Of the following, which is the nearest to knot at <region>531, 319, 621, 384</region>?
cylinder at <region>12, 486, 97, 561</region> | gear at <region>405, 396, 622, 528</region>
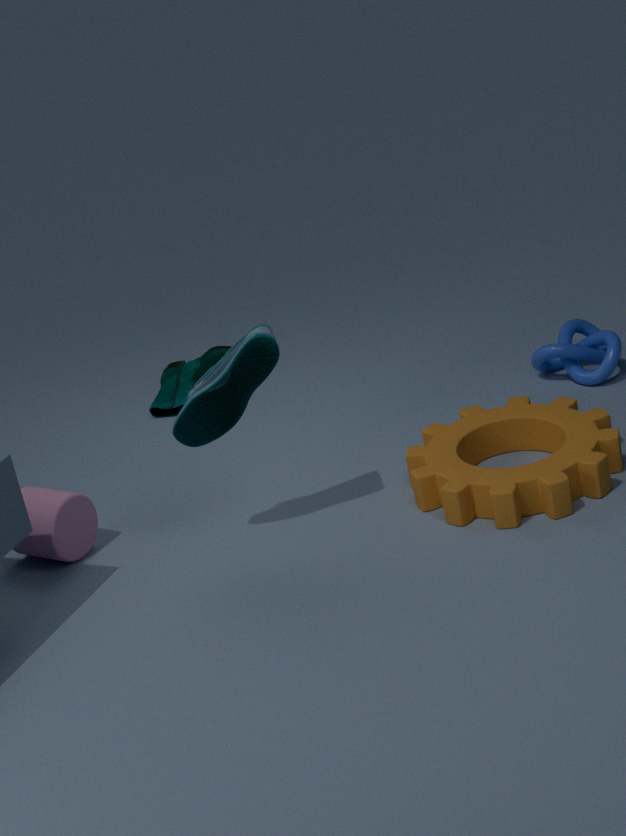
gear at <region>405, 396, 622, 528</region>
